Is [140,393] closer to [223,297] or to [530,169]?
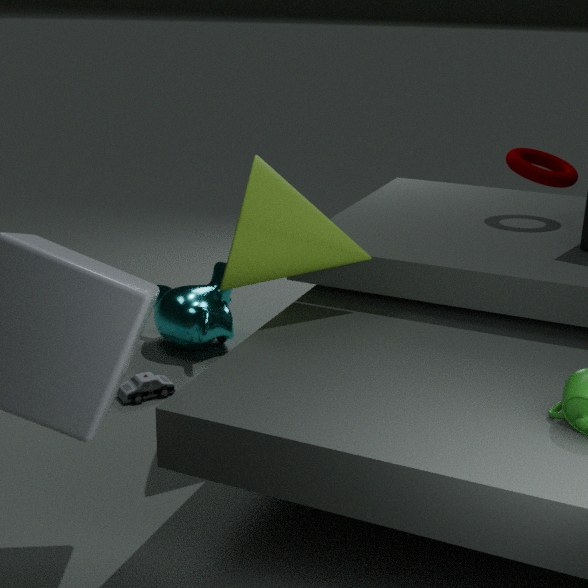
[223,297]
